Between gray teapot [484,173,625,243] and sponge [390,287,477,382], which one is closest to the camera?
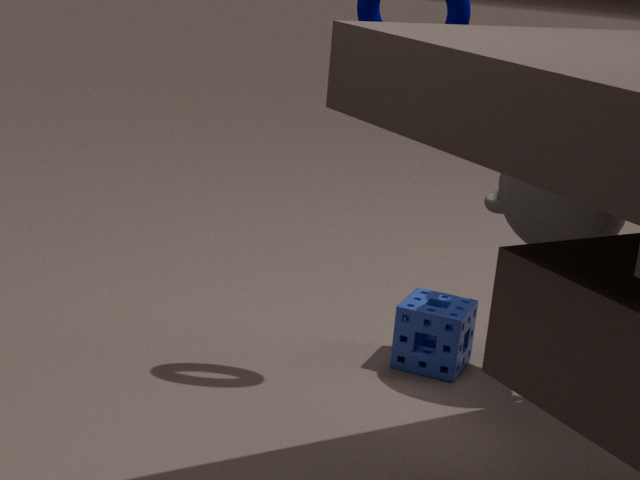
gray teapot [484,173,625,243]
